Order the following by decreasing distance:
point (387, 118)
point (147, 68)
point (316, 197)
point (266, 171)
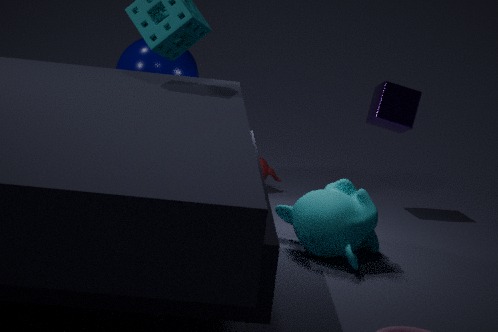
point (266, 171) < point (387, 118) < point (147, 68) < point (316, 197)
